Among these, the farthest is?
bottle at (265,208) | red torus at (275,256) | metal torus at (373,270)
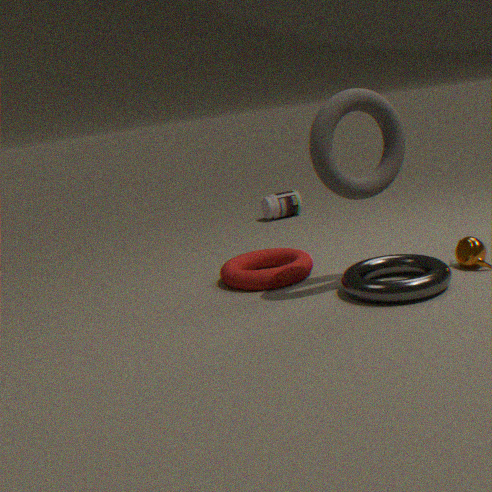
bottle at (265,208)
